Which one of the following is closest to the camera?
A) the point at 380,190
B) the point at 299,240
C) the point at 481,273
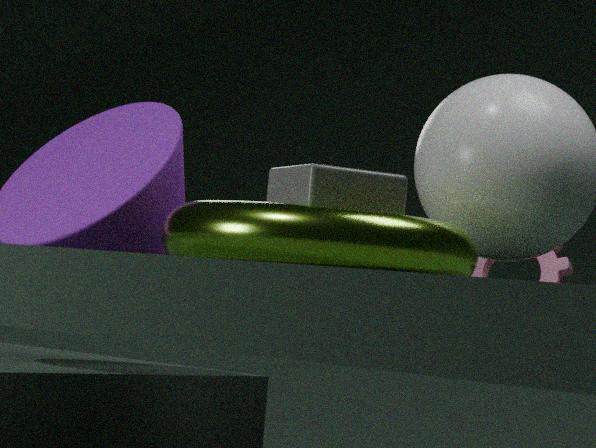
the point at 299,240
